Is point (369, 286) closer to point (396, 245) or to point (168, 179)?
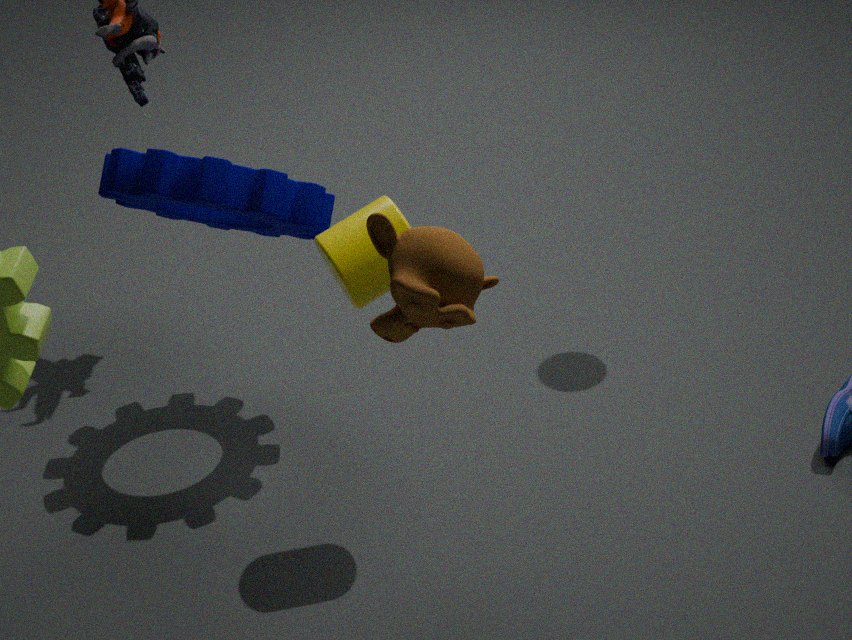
point (168, 179)
